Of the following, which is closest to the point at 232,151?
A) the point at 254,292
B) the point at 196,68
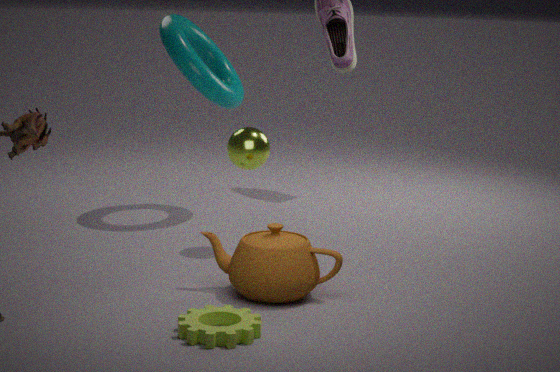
the point at 254,292
